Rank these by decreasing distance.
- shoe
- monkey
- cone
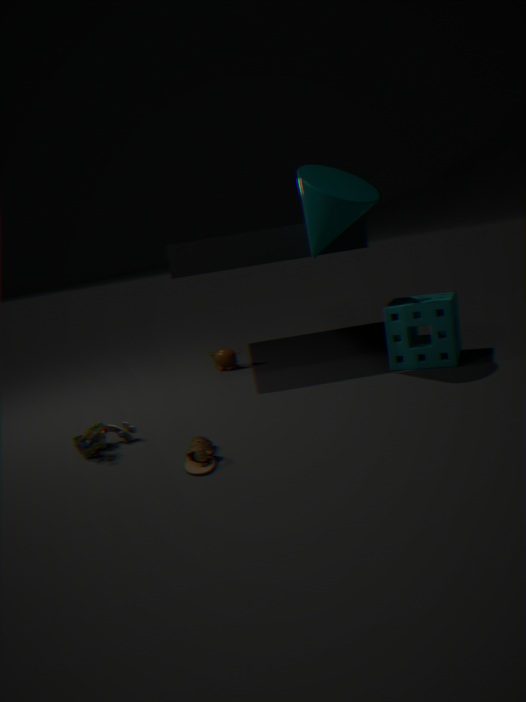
monkey
cone
shoe
